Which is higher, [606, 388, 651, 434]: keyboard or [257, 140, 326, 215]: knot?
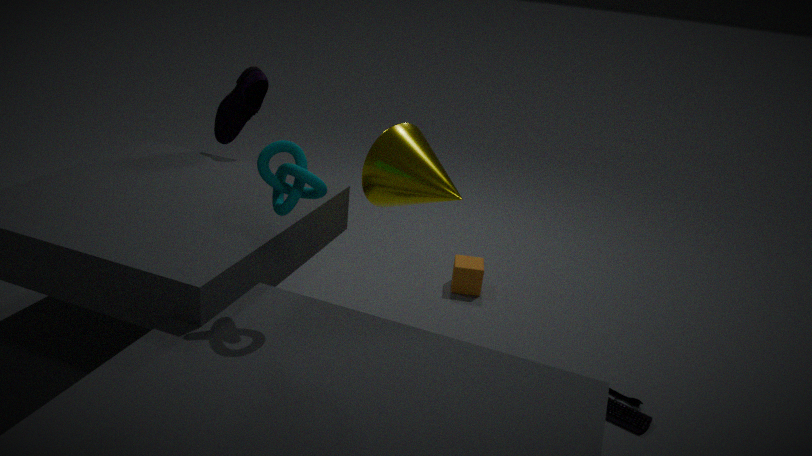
[257, 140, 326, 215]: knot
